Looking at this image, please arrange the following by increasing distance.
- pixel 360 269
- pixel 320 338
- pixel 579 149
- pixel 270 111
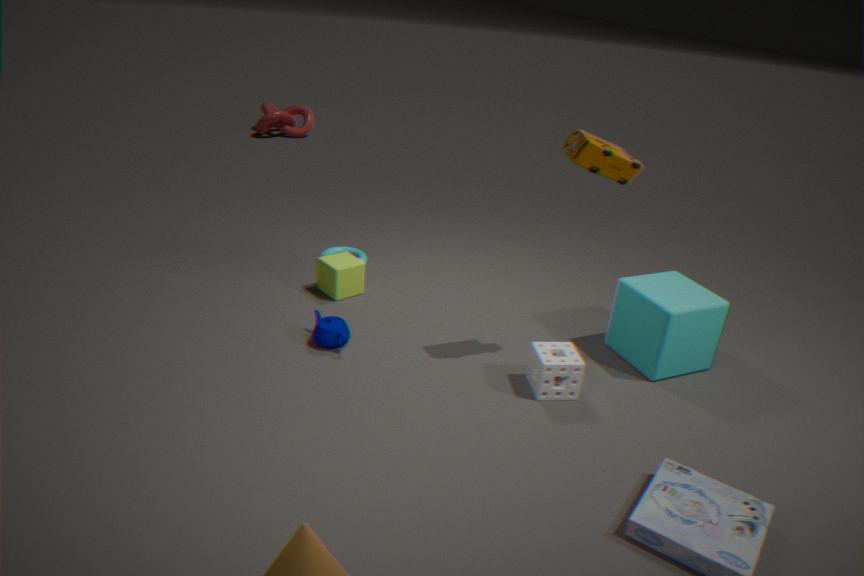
pixel 579 149
pixel 320 338
pixel 360 269
pixel 270 111
